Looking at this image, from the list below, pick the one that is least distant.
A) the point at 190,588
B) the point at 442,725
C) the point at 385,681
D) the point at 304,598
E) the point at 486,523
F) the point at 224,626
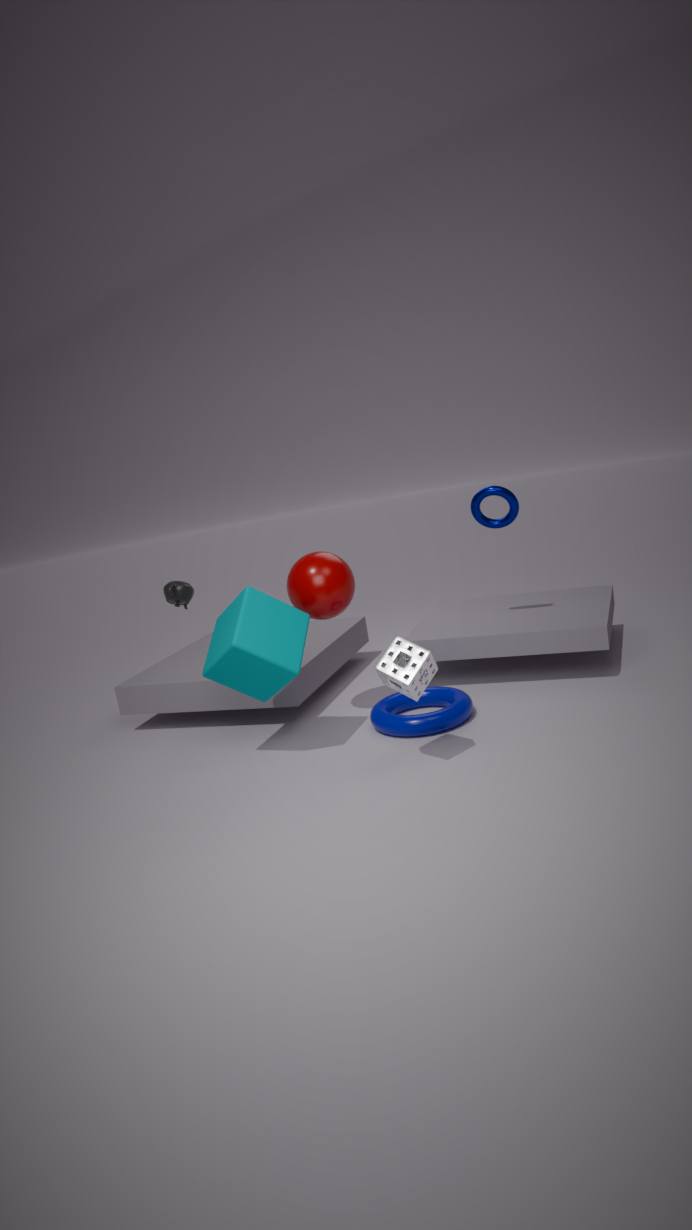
the point at 385,681
